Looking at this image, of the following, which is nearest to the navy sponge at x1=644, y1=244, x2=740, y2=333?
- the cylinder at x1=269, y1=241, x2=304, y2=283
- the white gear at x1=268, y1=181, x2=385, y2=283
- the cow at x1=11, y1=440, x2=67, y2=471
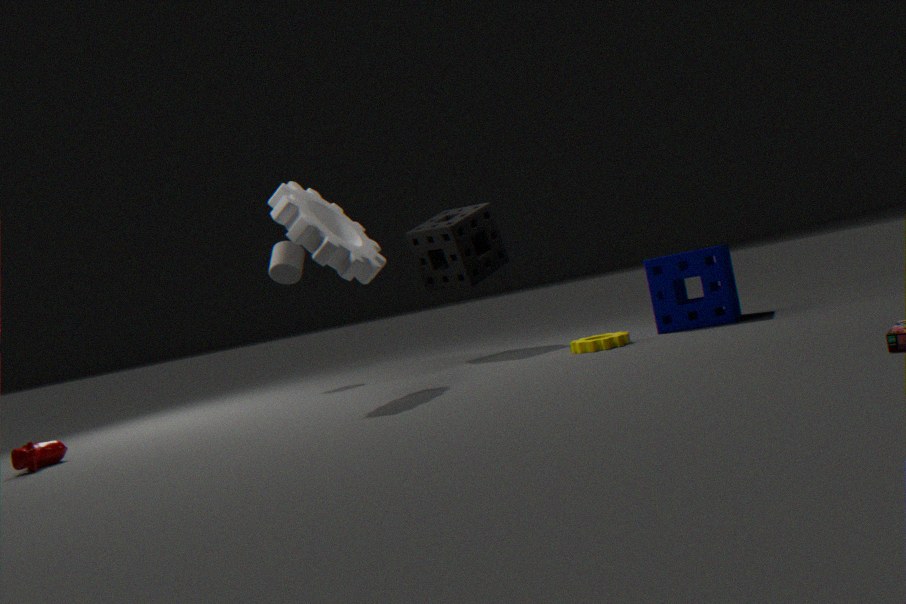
the white gear at x1=268, y1=181, x2=385, y2=283
